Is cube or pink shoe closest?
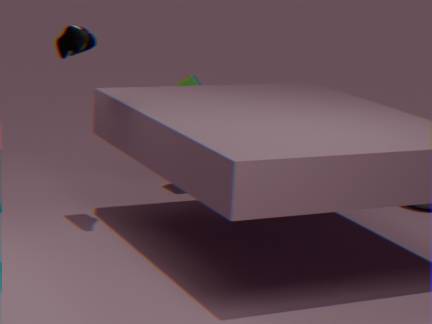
pink shoe
